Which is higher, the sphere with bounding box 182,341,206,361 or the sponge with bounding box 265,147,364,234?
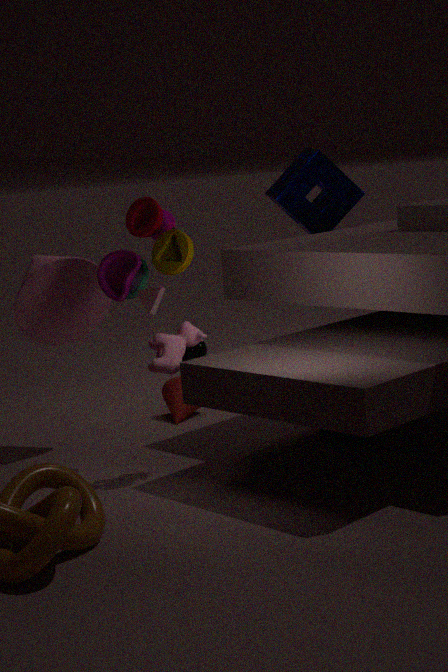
Answer: the sponge with bounding box 265,147,364,234
